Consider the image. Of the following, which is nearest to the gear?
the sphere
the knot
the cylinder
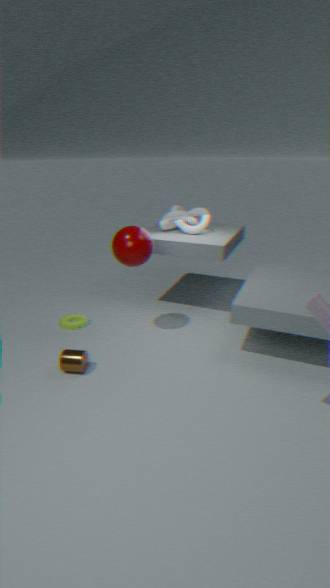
the cylinder
